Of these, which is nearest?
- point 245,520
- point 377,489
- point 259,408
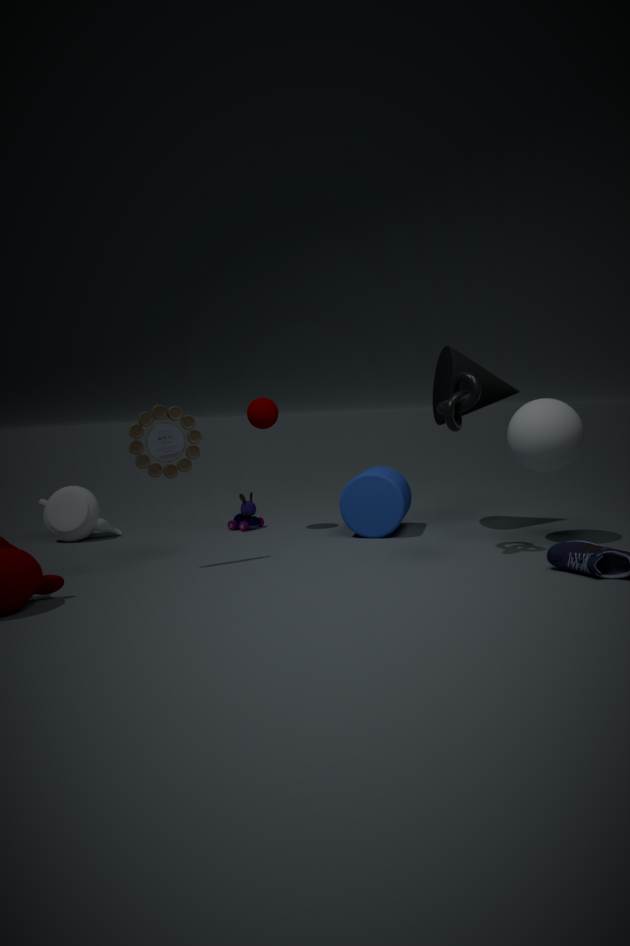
point 377,489
